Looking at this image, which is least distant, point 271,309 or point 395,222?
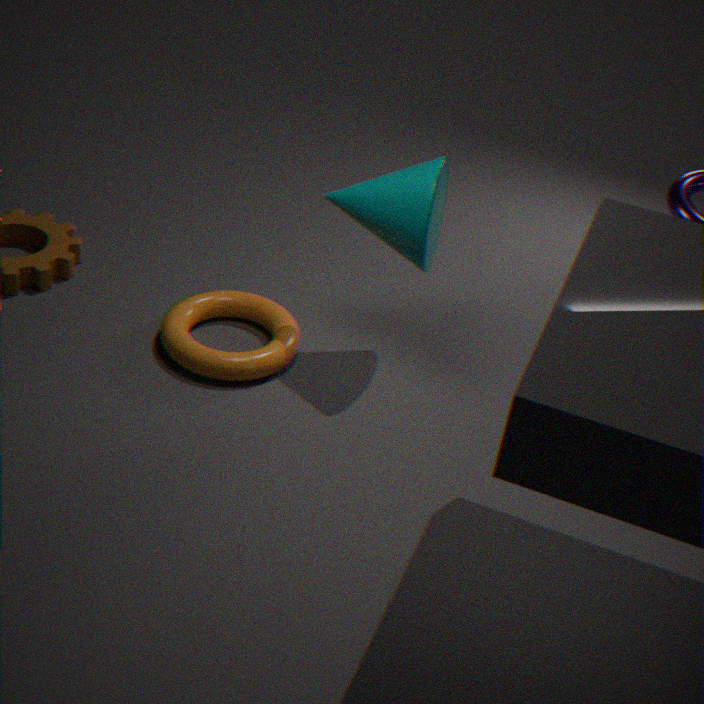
point 395,222
